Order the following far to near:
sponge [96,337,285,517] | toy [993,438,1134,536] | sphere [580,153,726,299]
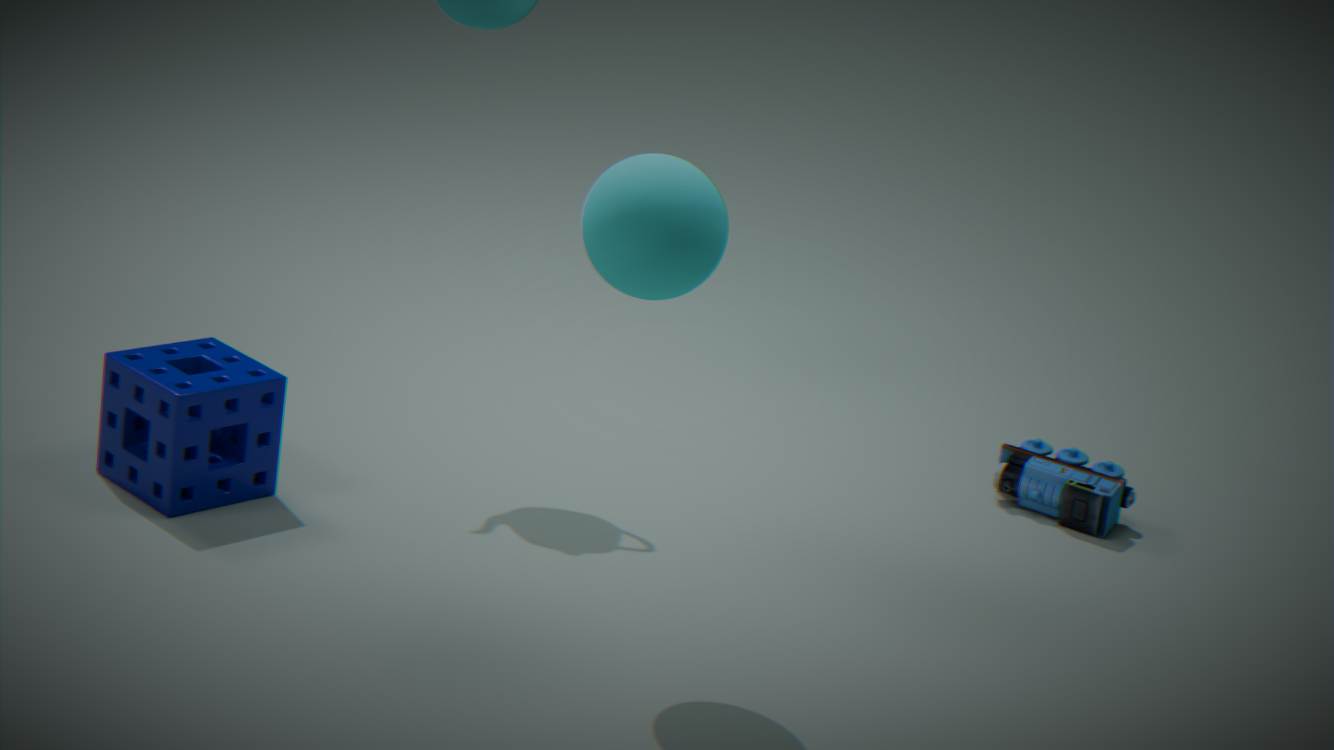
toy [993,438,1134,536] < sponge [96,337,285,517] < sphere [580,153,726,299]
